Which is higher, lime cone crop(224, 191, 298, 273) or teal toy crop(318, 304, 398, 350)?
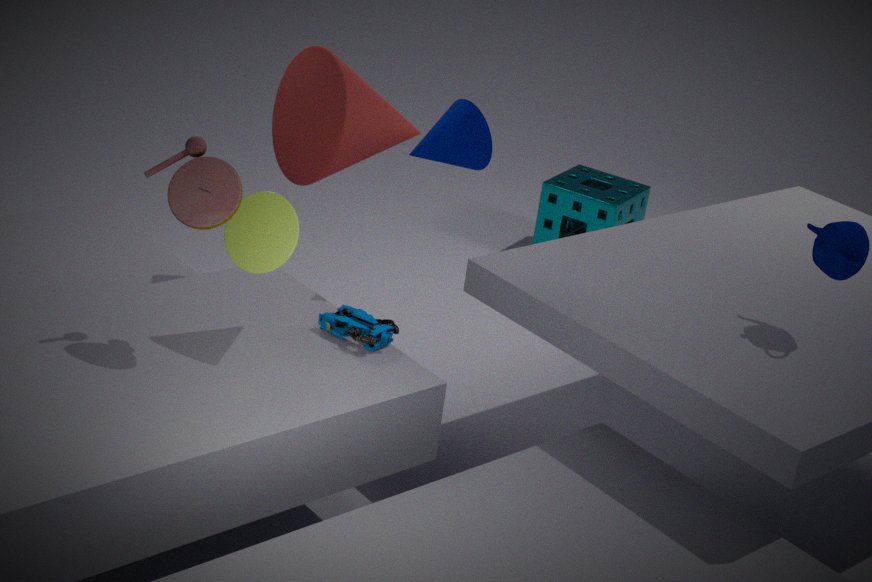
lime cone crop(224, 191, 298, 273)
